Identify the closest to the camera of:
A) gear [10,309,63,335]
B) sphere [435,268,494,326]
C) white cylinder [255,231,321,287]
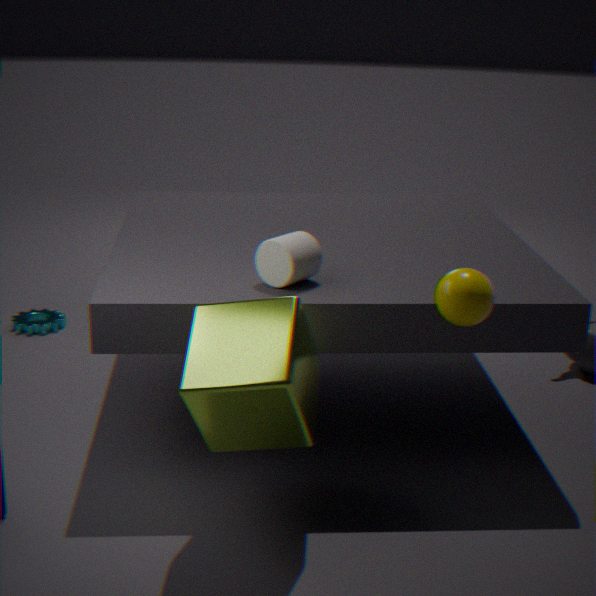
sphere [435,268,494,326]
